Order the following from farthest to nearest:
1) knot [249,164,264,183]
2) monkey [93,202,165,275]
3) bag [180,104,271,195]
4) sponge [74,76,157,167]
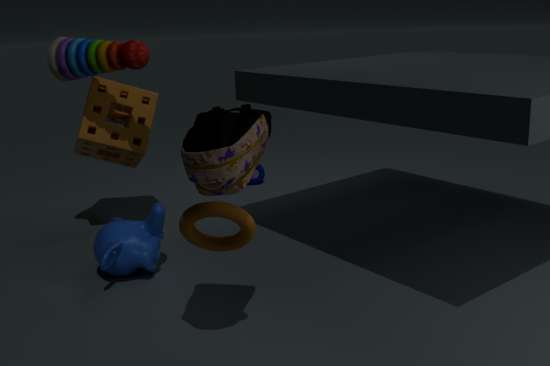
1. knot [249,164,264,183], 4. sponge [74,76,157,167], 2. monkey [93,202,165,275], 3. bag [180,104,271,195]
